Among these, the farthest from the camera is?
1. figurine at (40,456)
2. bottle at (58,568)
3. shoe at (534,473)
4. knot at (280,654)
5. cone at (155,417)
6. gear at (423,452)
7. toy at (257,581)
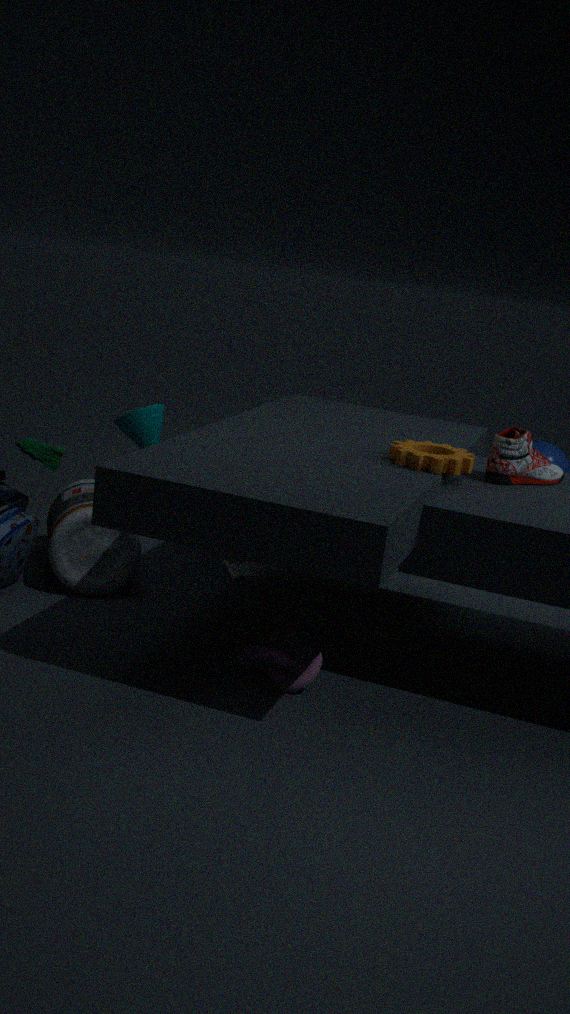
cone at (155,417)
